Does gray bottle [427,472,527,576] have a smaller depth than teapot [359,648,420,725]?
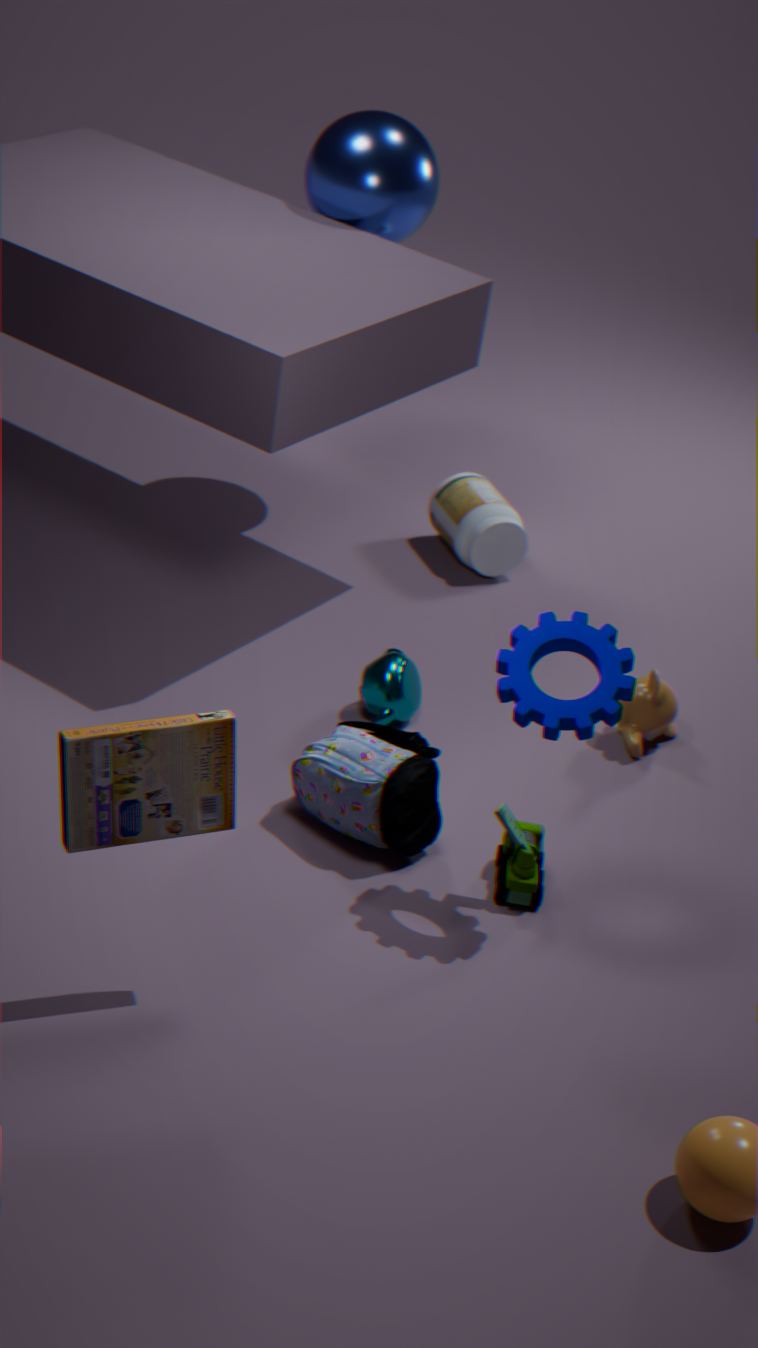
No
